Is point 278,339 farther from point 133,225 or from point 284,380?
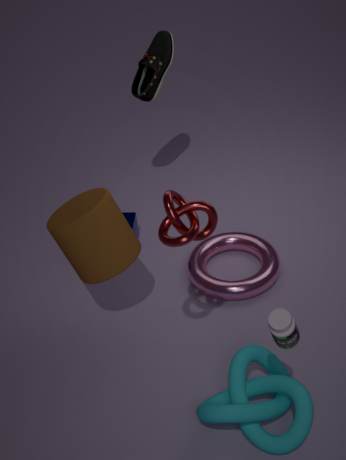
point 133,225
